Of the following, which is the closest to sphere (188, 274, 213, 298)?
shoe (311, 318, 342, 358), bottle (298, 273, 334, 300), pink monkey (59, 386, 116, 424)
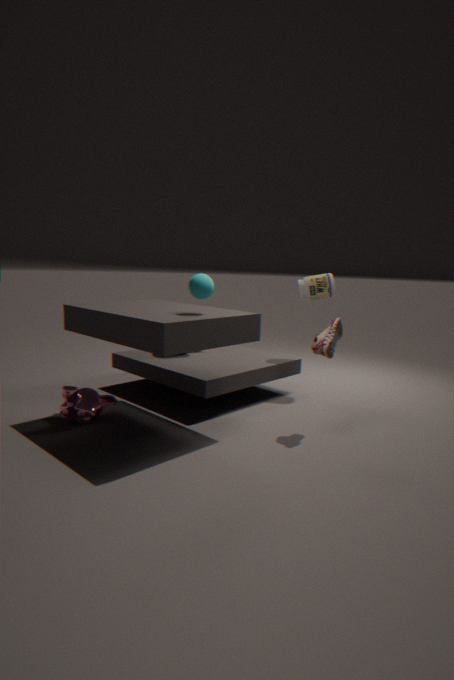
shoe (311, 318, 342, 358)
